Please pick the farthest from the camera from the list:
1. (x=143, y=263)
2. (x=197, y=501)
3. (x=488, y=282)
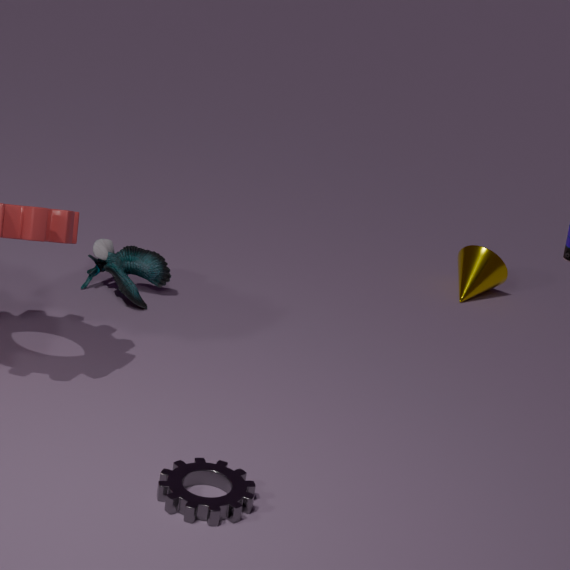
(x=488, y=282)
